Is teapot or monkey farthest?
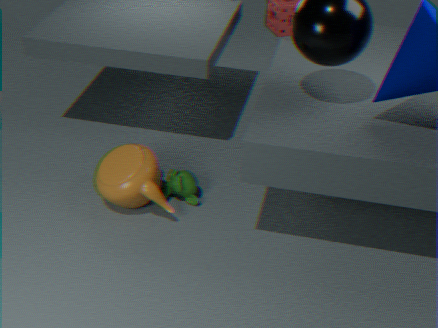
monkey
